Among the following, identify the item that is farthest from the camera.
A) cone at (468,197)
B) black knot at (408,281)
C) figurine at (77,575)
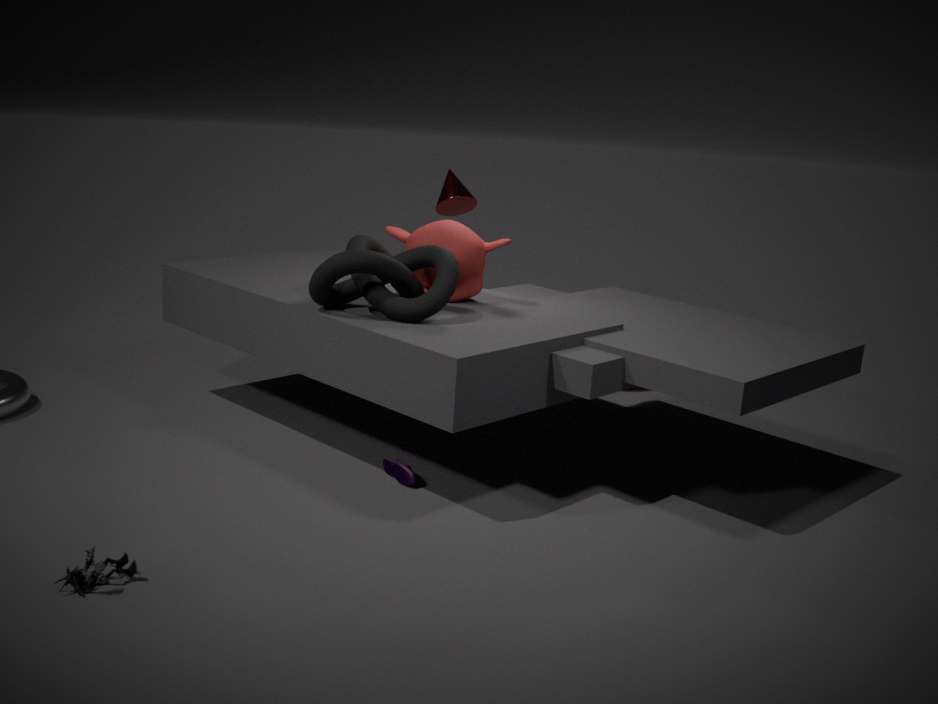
cone at (468,197)
